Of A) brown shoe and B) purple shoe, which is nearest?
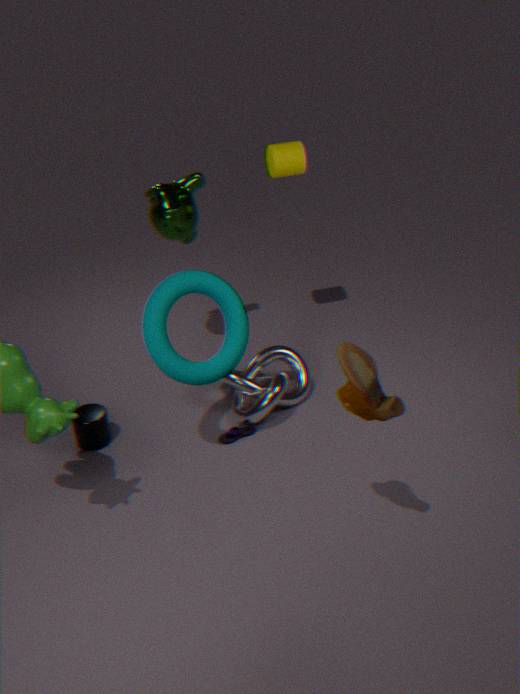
A. brown shoe
